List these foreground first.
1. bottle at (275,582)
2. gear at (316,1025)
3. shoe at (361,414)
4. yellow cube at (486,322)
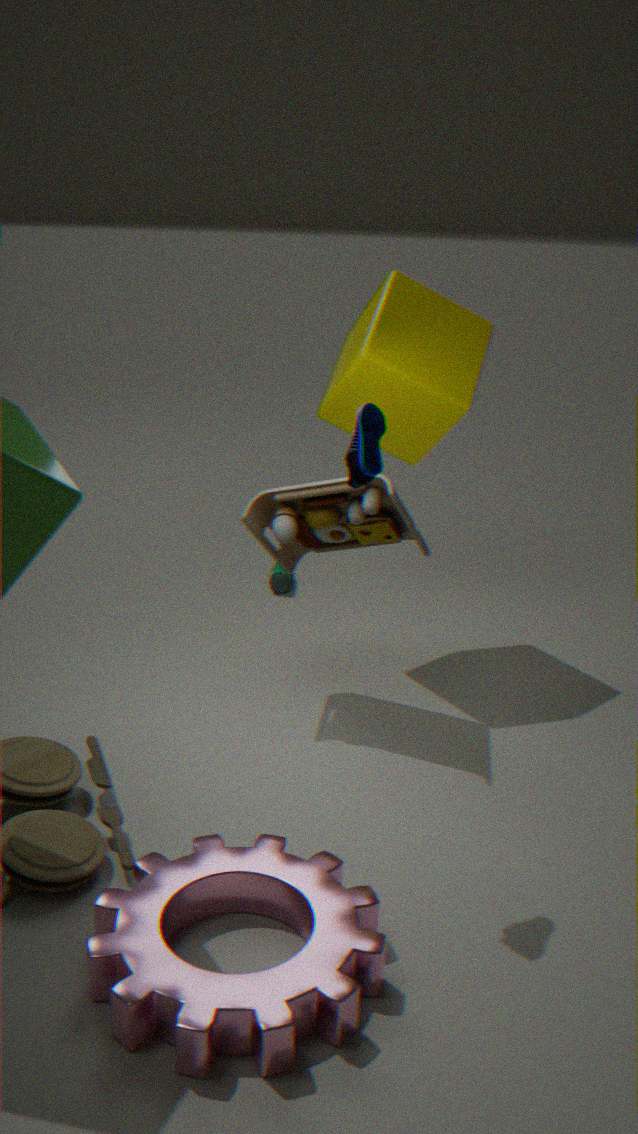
gear at (316,1025) → shoe at (361,414) → yellow cube at (486,322) → bottle at (275,582)
